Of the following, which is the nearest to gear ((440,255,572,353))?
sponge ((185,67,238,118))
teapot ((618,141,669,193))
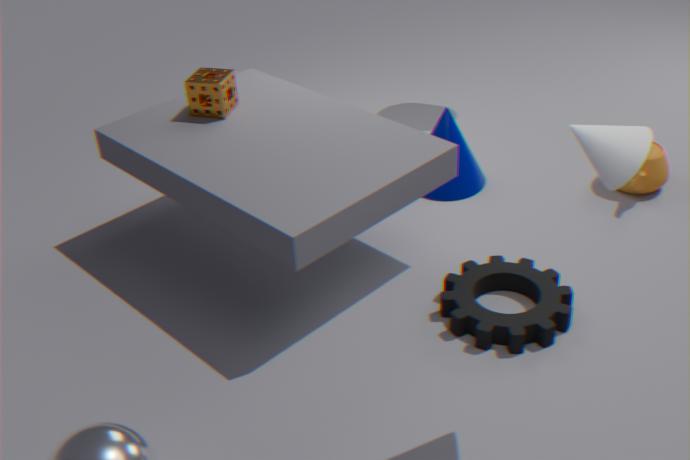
teapot ((618,141,669,193))
